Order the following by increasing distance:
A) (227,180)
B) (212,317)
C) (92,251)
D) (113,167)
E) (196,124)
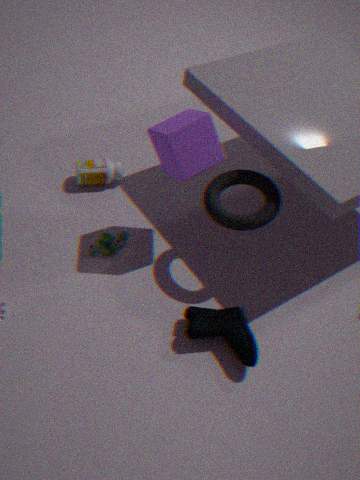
(196,124), (212,317), (227,180), (92,251), (113,167)
